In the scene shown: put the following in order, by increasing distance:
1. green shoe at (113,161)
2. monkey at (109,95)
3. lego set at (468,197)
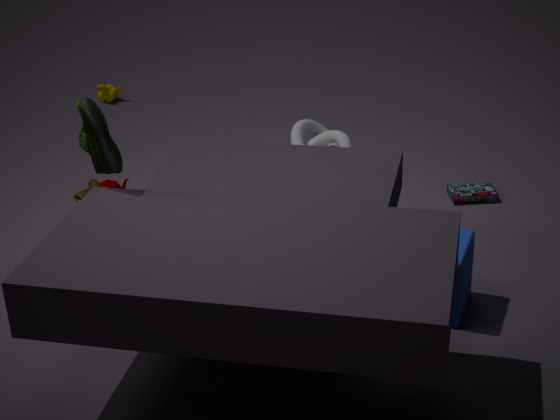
1. green shoe at (113,161)
2. lego set at (468,197)
3. monkey at (109,95)
